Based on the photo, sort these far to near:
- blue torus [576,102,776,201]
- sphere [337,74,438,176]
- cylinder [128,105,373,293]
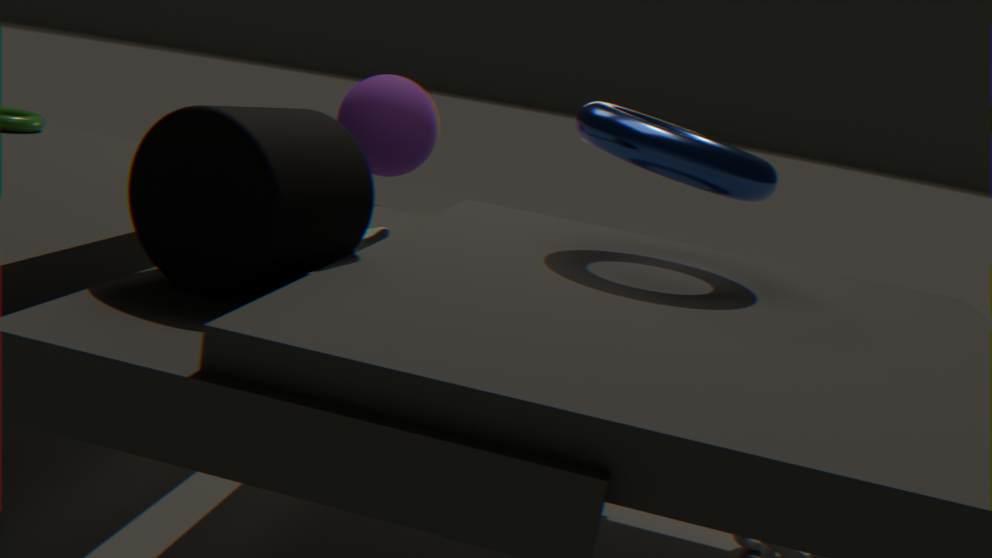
sphere [337,74,438,176] → blue torus [576,102,776,201] → cylinder [128,105,373,293]
